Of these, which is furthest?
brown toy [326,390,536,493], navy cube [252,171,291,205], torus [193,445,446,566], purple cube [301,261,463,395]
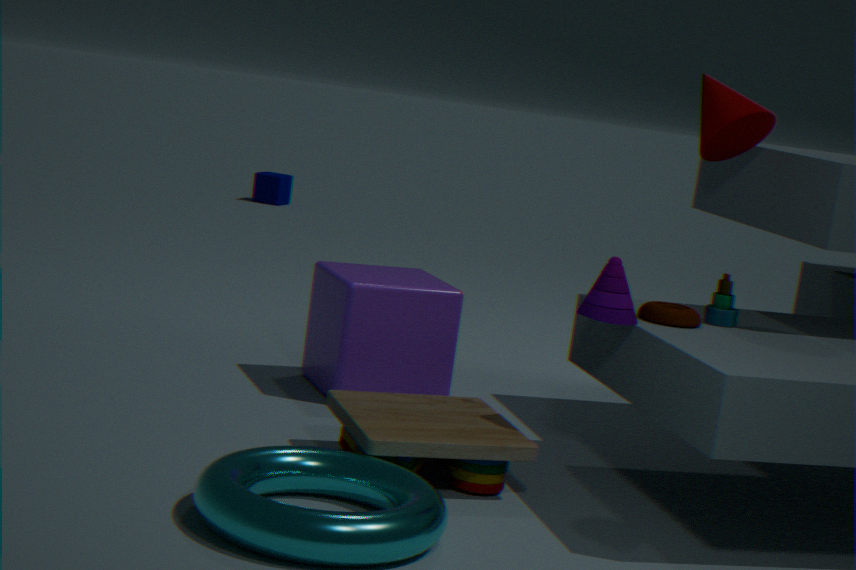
navy cube [252,171,291,205]
